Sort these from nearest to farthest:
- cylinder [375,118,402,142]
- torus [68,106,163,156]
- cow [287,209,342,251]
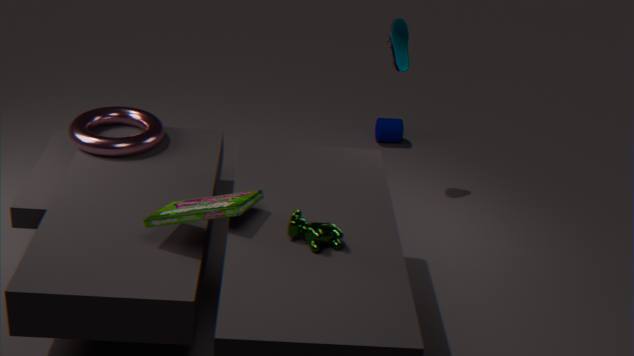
cow [287,209,342,251]
torus [68,106,163,156]
cylinder [375,118,402,142]
